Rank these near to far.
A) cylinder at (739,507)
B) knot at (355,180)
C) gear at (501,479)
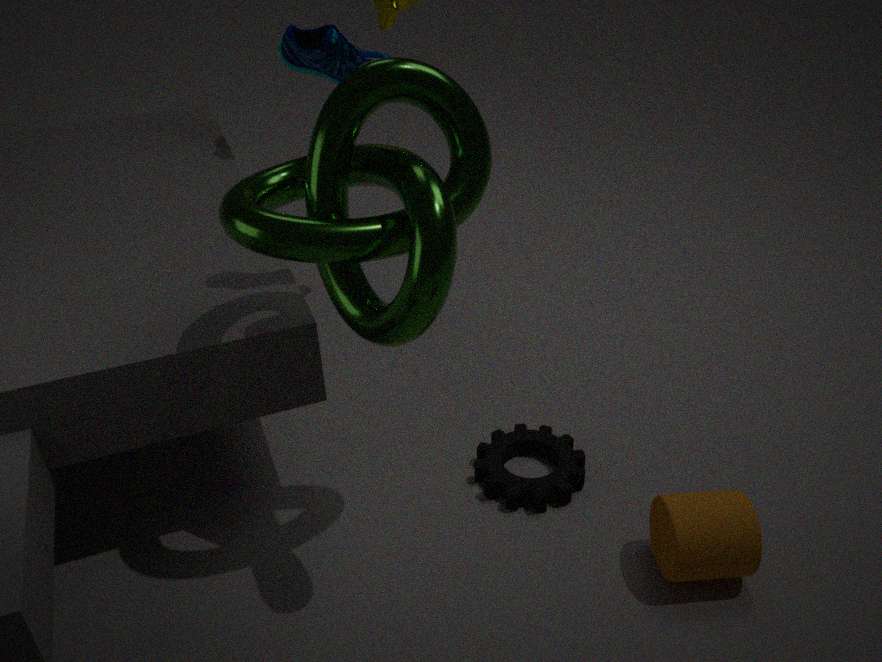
knot at (355,180) < cylinder at (739,507) < gear at (501,479)
